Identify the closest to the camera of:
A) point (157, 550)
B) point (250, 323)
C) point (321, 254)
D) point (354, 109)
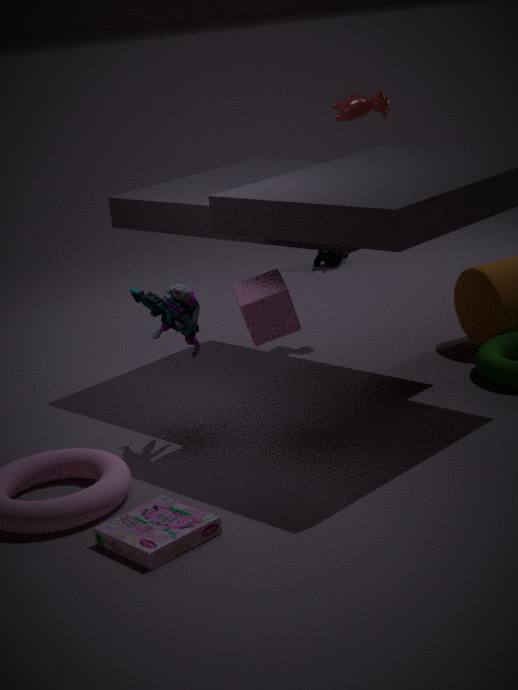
point (157, 550)
